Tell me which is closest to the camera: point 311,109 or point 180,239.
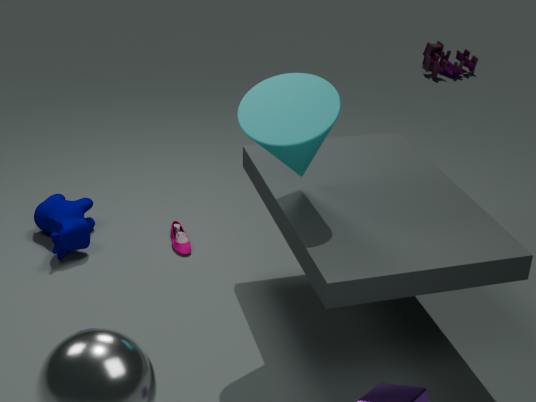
point 311,109
